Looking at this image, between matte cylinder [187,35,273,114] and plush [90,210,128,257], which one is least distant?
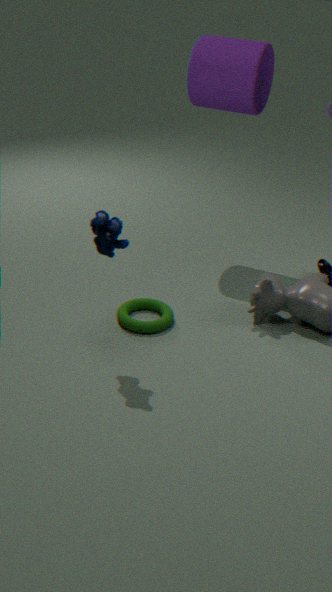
plush [90,210,128,257]
